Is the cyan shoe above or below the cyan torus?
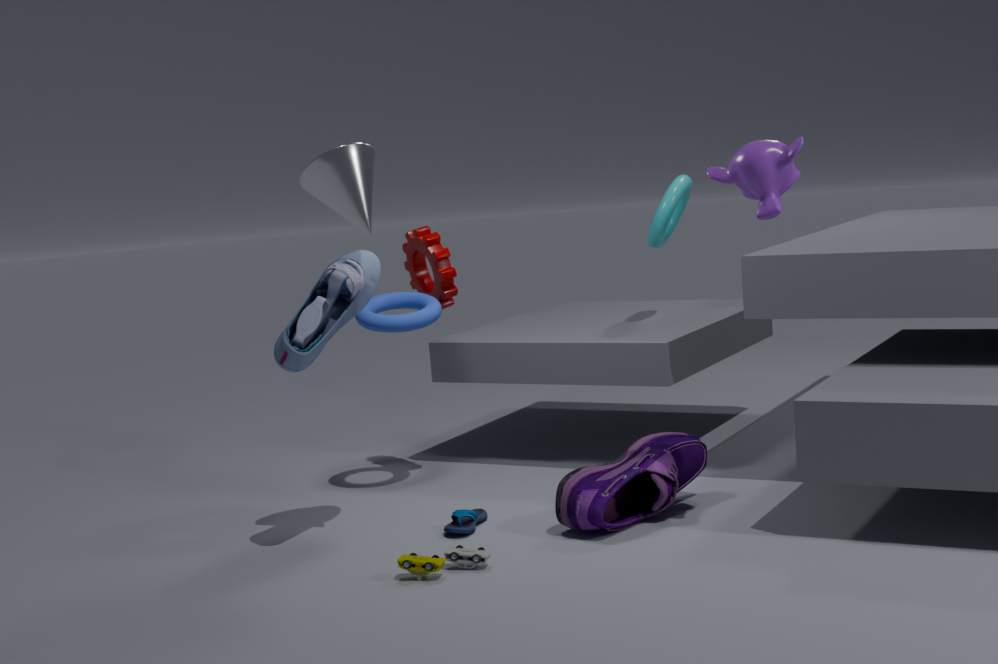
below
